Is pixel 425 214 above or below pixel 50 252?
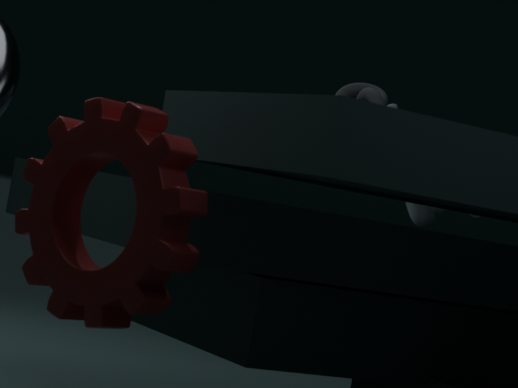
above
